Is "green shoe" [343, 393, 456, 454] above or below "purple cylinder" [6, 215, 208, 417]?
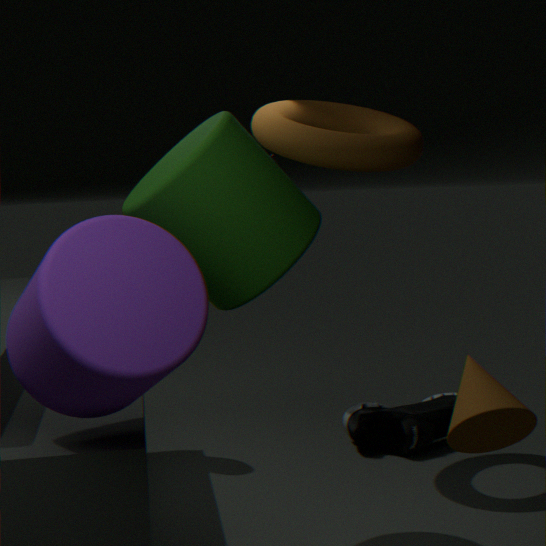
below
